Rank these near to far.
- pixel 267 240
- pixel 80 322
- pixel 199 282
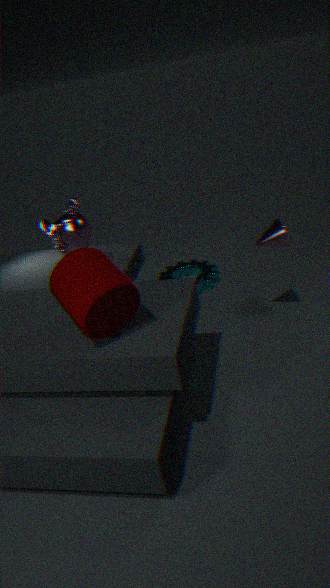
1. pixel 80 322
2. pixel 267 240
3. pixel 199 282
